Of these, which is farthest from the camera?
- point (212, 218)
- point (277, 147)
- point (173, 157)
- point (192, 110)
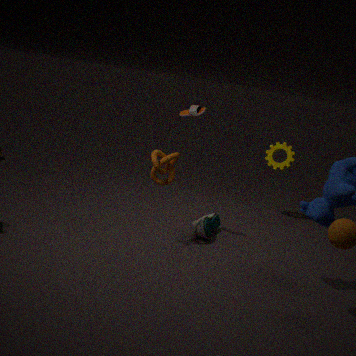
point (277, 147)
